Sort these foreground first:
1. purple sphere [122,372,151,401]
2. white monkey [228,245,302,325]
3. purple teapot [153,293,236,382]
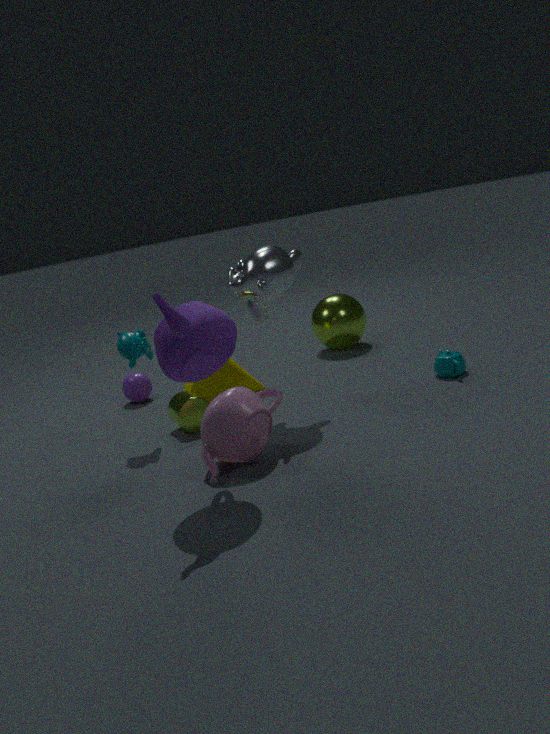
1. purple teapot [153,293,236,382]
2. white monkey [228,245,302,325]
3. purple sphere [122,372,151,401]
